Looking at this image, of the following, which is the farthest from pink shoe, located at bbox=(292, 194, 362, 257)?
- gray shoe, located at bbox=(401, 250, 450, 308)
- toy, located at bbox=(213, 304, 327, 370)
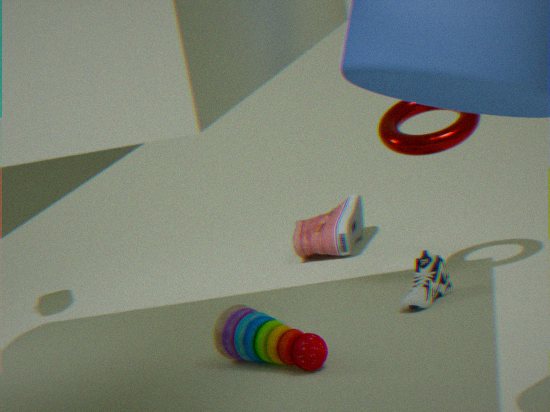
toy, located at bbox=(213, 304, 327, 370)
